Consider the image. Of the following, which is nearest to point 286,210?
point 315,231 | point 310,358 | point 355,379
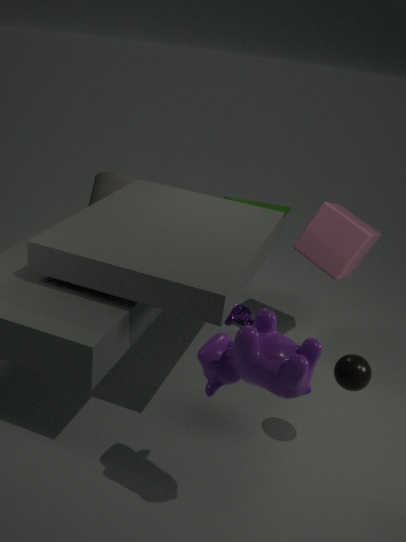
point 315,231
